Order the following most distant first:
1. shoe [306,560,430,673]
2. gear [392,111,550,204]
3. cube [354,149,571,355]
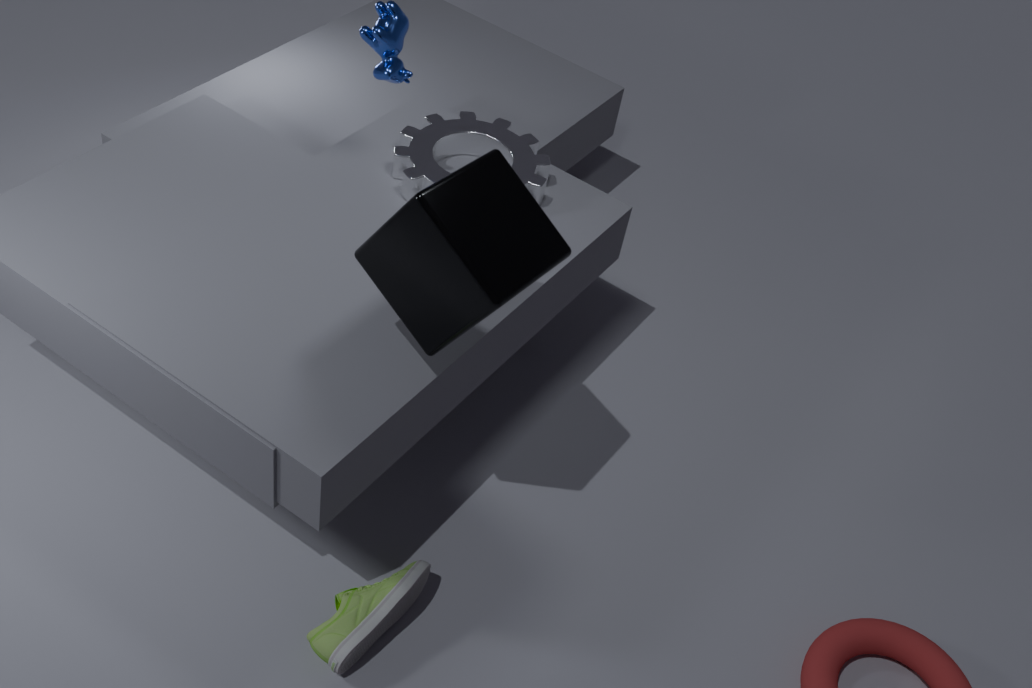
gear [392,111,550,204] < shoe [306,560,430,673] < cube [354,149,571,355]
